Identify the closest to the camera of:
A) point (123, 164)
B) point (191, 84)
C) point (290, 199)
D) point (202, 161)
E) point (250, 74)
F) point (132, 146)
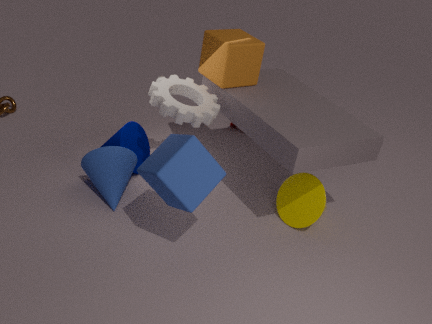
point (202, 161)
